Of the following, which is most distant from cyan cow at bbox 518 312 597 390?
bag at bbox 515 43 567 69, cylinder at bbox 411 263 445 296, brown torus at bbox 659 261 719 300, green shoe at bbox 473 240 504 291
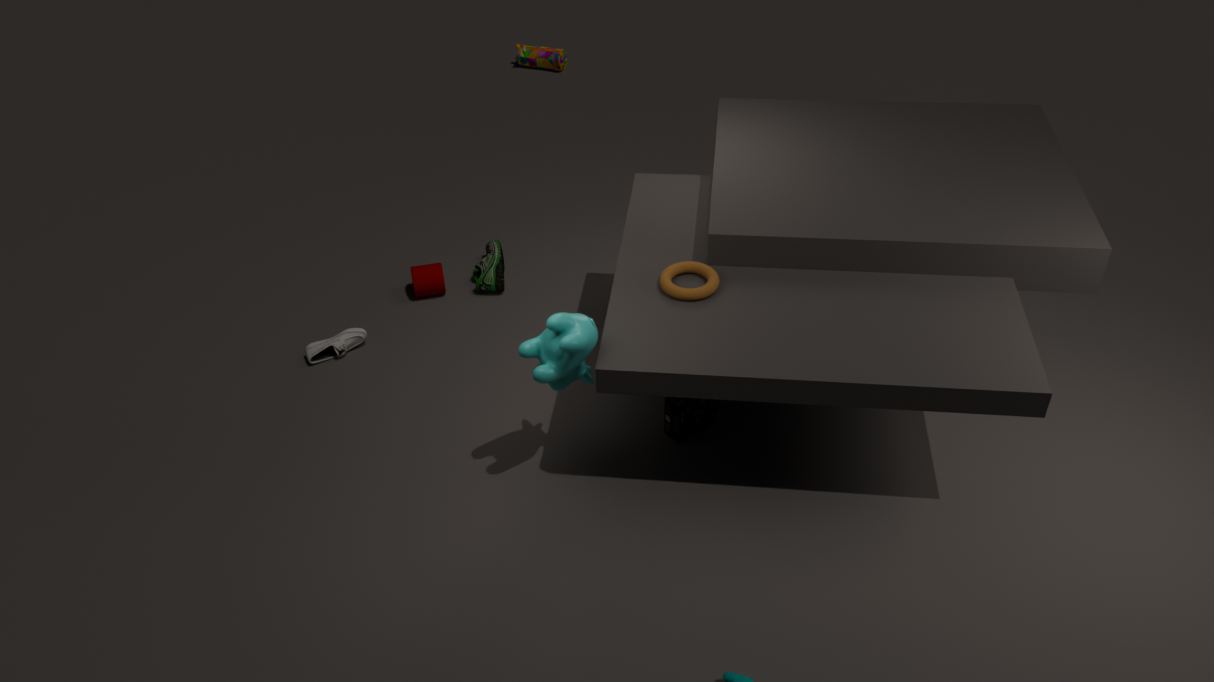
bag at bbox 515 43 567 69
